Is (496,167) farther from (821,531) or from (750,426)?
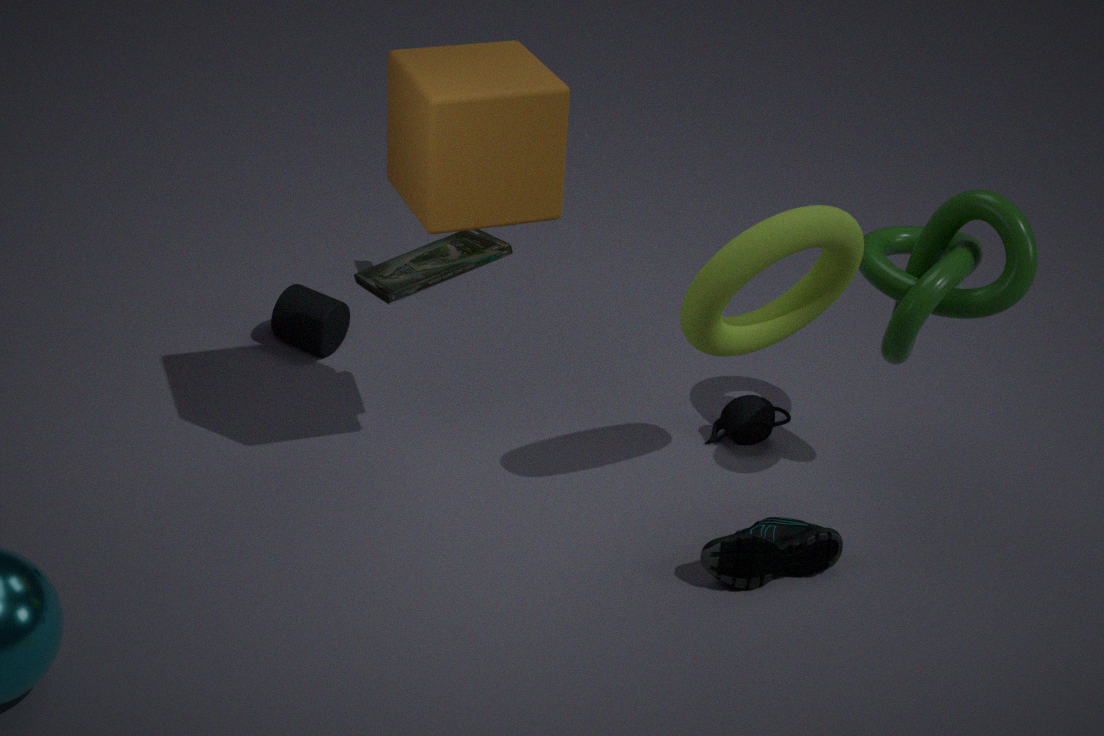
(821,531)
